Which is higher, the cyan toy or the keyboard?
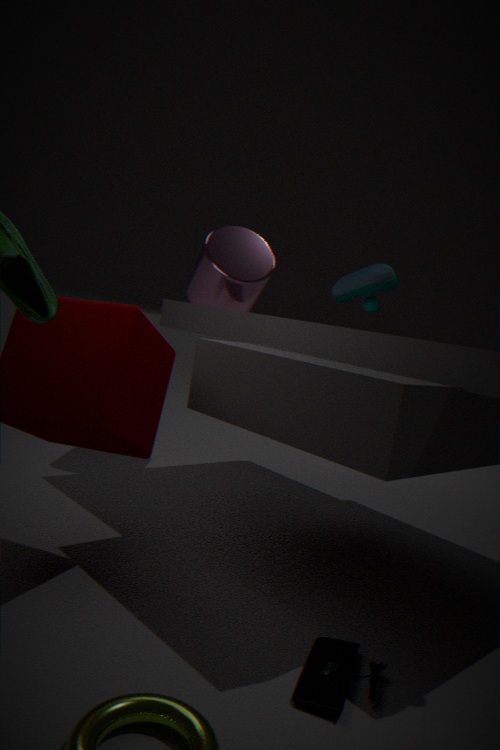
the cyan toy
